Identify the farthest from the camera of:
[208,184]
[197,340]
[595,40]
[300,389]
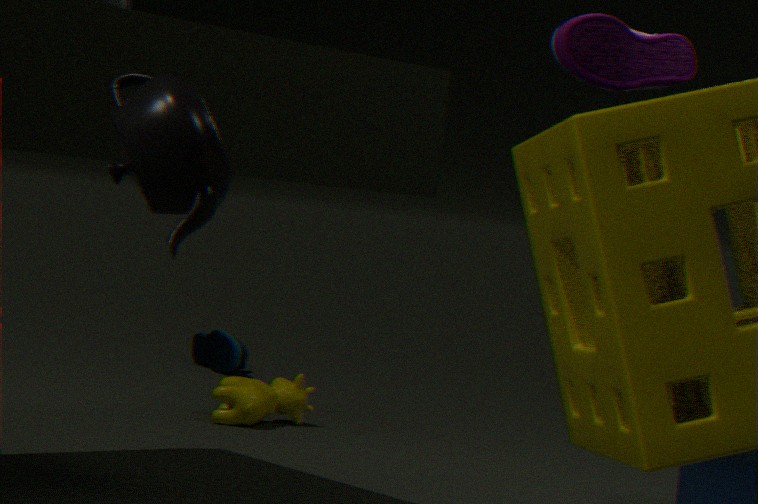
[197,340]
